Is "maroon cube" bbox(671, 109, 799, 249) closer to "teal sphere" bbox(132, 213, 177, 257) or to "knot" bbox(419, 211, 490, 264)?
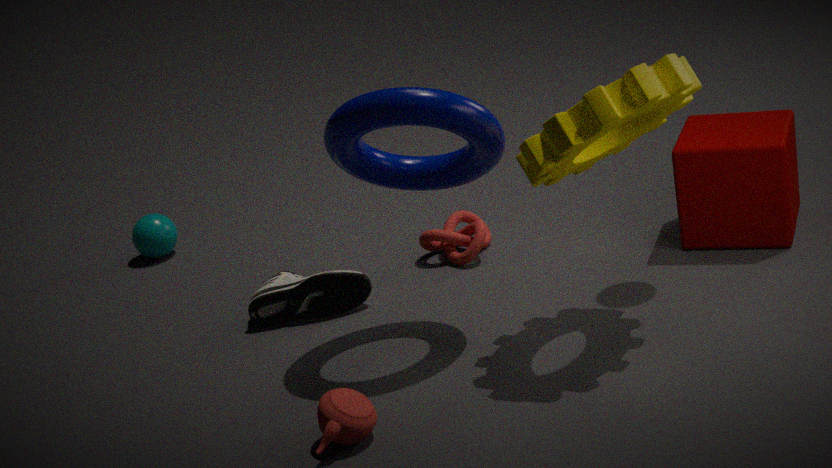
"knot" bbox(419, 211, 490, 264)
